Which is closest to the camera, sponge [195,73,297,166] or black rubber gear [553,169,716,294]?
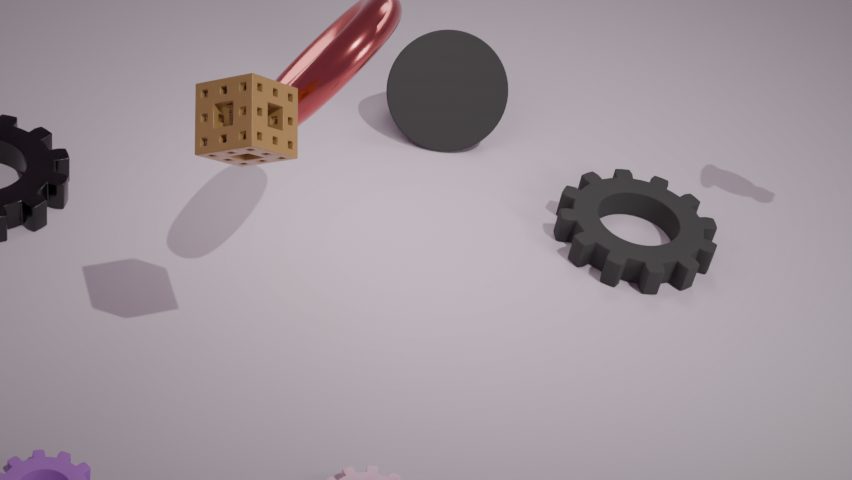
sponge [195,73,297,166]
